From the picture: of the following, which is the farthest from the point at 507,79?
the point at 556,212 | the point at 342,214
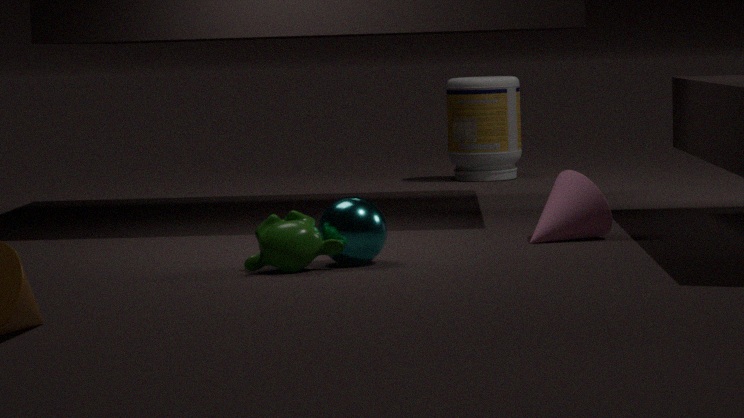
the point at 342,214
